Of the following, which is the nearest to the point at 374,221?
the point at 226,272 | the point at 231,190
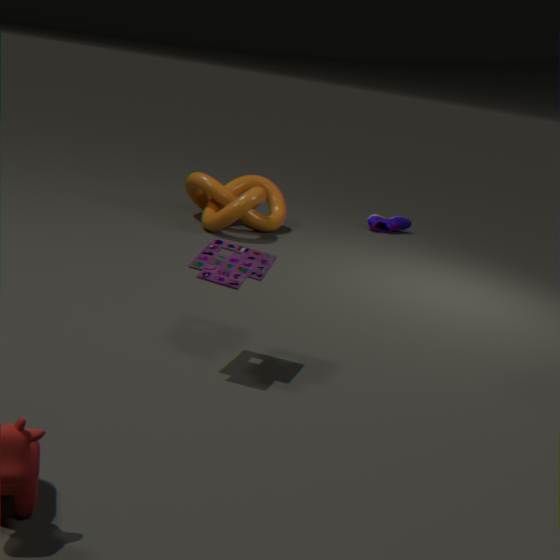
the point at 231,190
